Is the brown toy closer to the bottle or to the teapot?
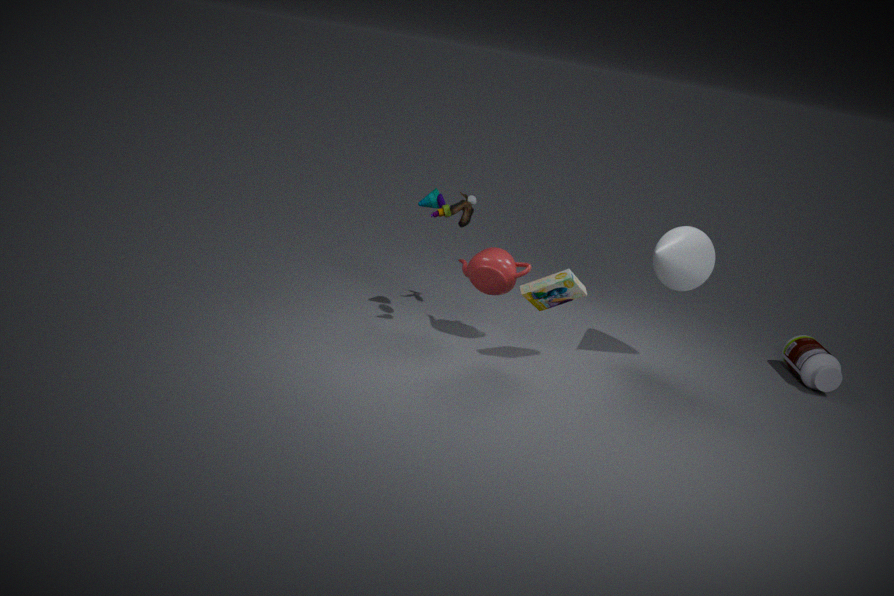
the teapot
